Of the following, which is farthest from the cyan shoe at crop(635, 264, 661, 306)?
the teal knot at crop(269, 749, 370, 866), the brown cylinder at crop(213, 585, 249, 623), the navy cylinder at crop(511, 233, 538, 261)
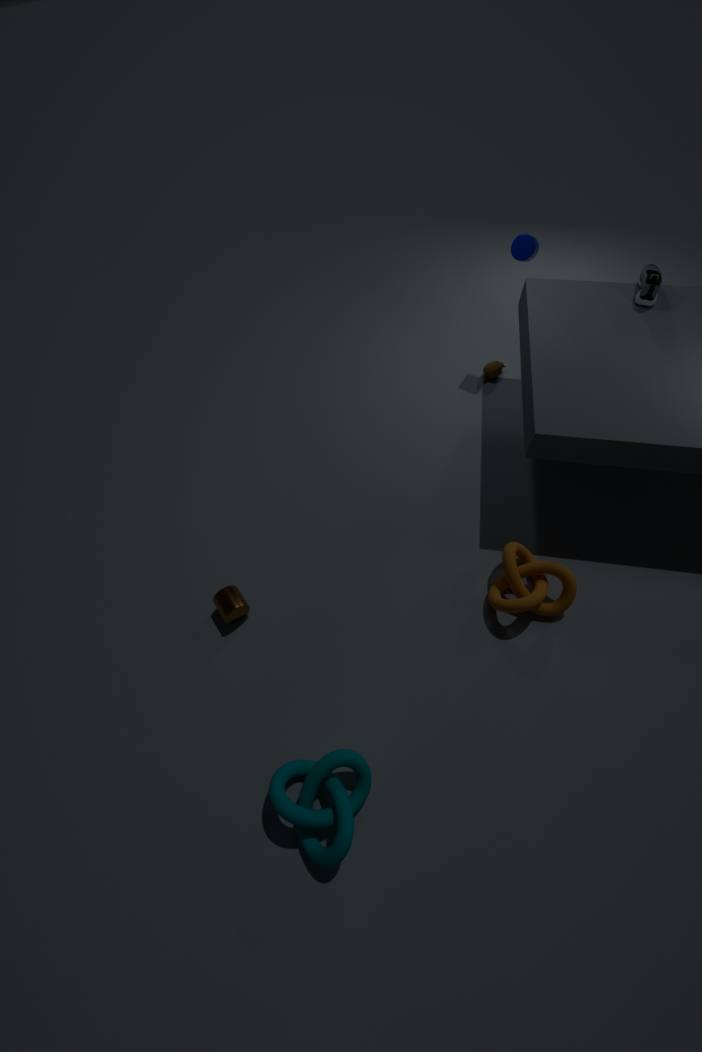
the teal knot at crop(269, 749, 370, 866)
